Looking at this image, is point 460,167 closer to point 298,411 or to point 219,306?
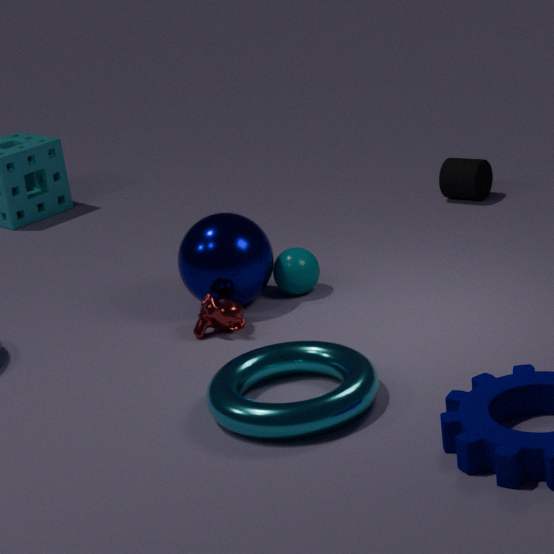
point 219,306
